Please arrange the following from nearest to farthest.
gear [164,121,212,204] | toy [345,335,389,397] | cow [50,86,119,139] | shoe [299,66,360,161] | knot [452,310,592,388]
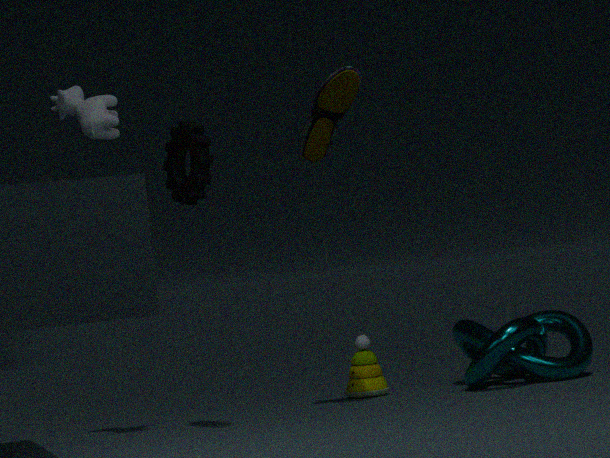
gear [164,121,212,204]
cow [50,86,119,139]
shoe [299,66,360,161]
knot [452,310,592,388]
toy [345,335,389,397]
